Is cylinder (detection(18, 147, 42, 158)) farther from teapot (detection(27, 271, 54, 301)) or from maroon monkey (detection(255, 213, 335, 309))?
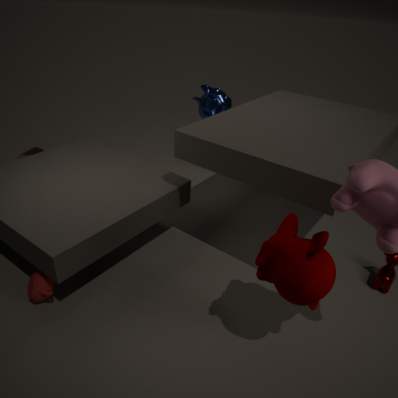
maroon monkey (detection(255, 213, 335, 309))
